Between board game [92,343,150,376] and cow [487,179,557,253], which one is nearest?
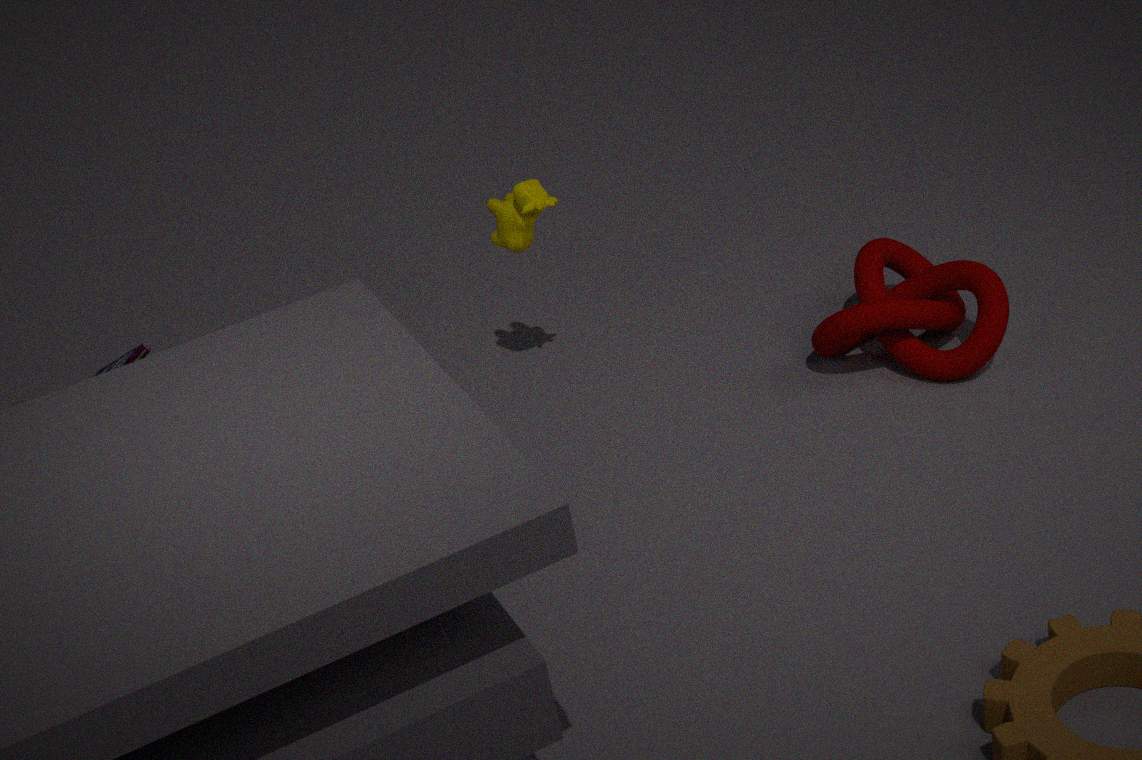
board game [92,343,150,376]
